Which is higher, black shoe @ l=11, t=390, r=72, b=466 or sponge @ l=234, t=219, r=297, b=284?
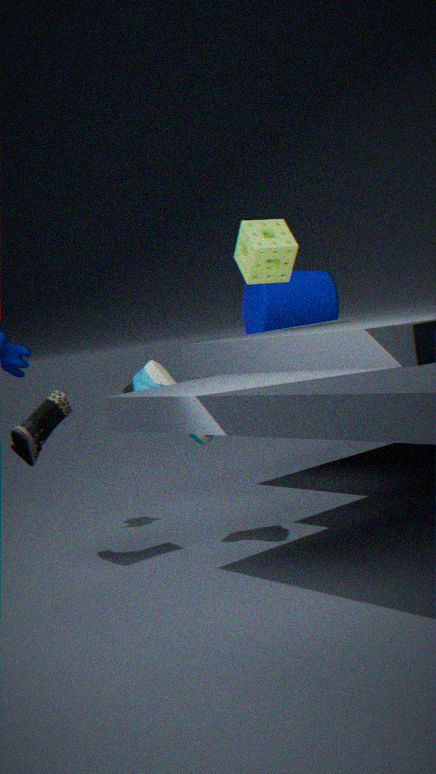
sponge @ l=234, t=219, r=297, b=284
